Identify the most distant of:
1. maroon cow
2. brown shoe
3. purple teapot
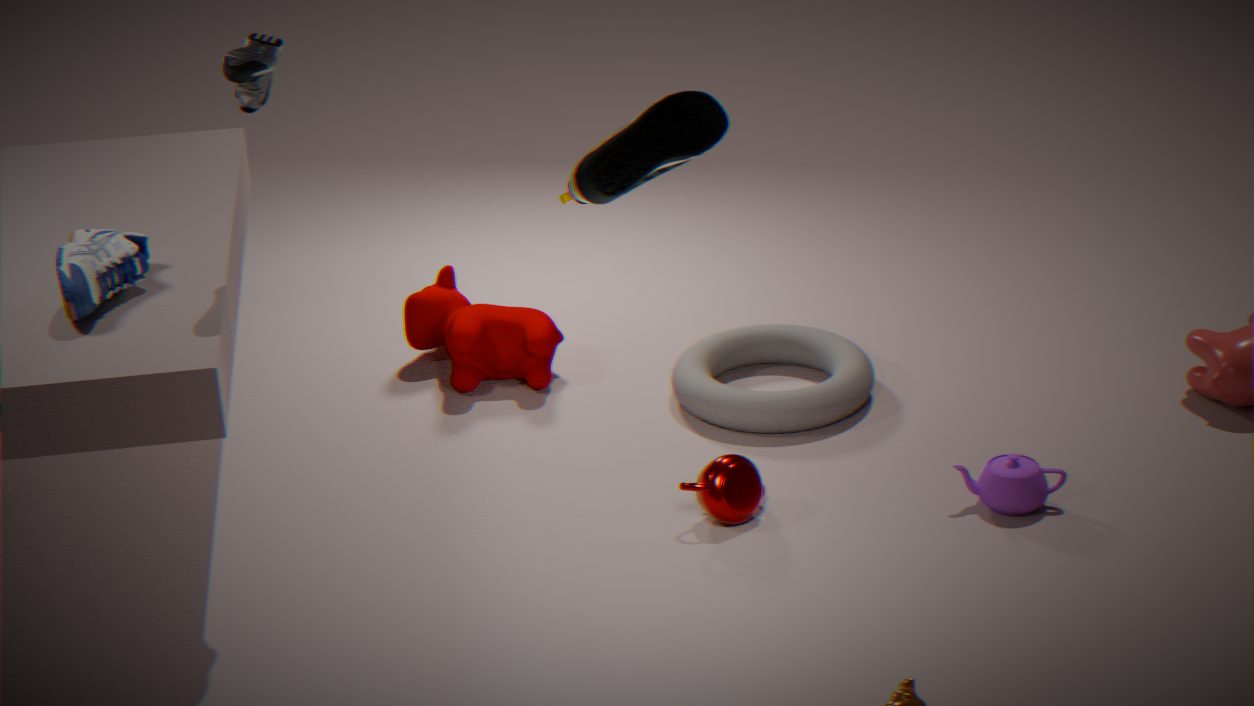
maroon cow
